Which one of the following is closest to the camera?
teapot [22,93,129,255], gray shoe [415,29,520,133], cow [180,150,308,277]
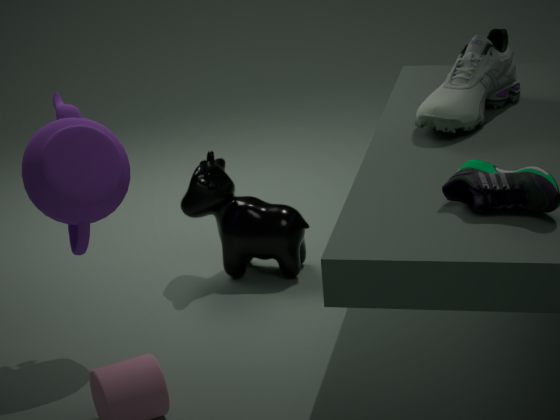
teapot [22,93,129,255]
